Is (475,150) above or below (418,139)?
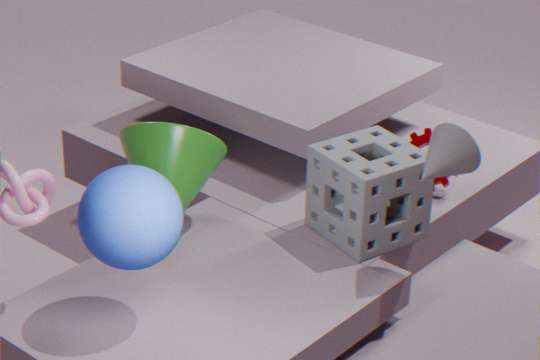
above
